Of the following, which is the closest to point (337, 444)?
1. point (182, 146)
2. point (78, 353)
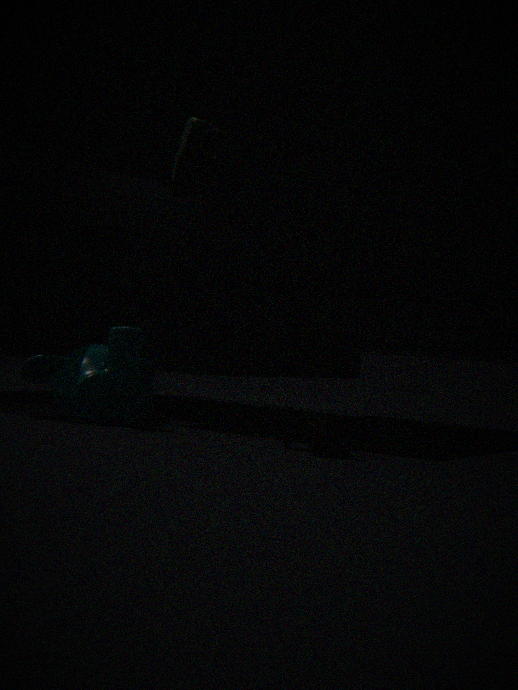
point (78, 353)
